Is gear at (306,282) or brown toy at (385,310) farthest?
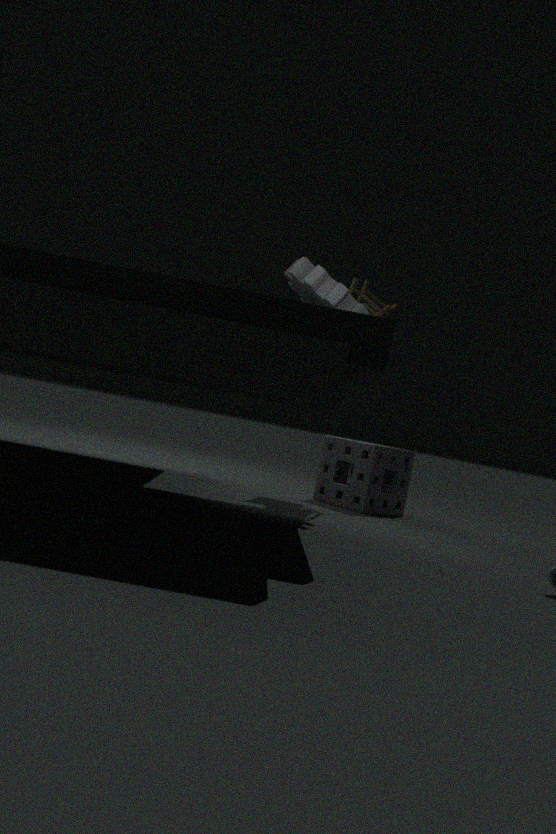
brown toy at (385,310)
